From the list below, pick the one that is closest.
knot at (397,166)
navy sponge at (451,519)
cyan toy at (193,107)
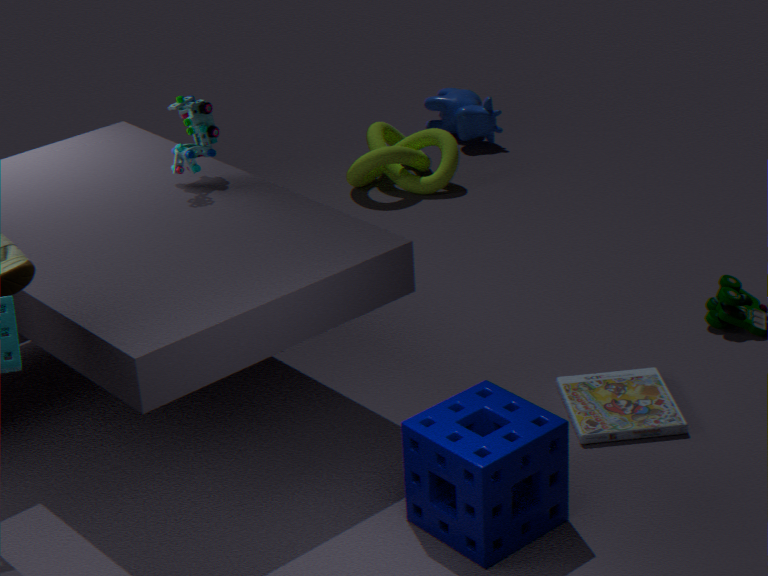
navy sponge at (451,519)
